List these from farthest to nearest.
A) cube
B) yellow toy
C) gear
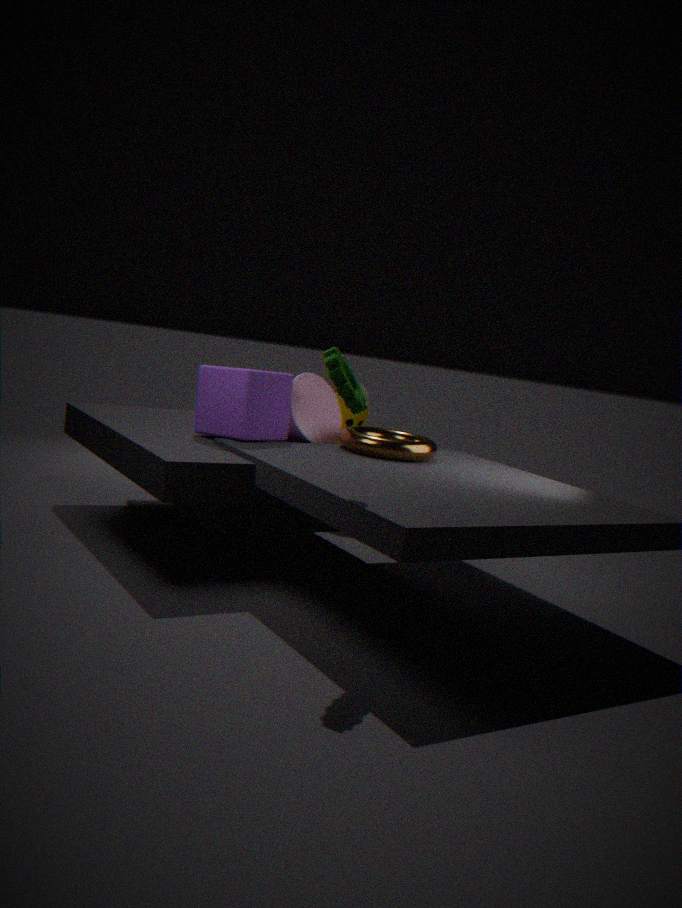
yellow toy < cube < gear
